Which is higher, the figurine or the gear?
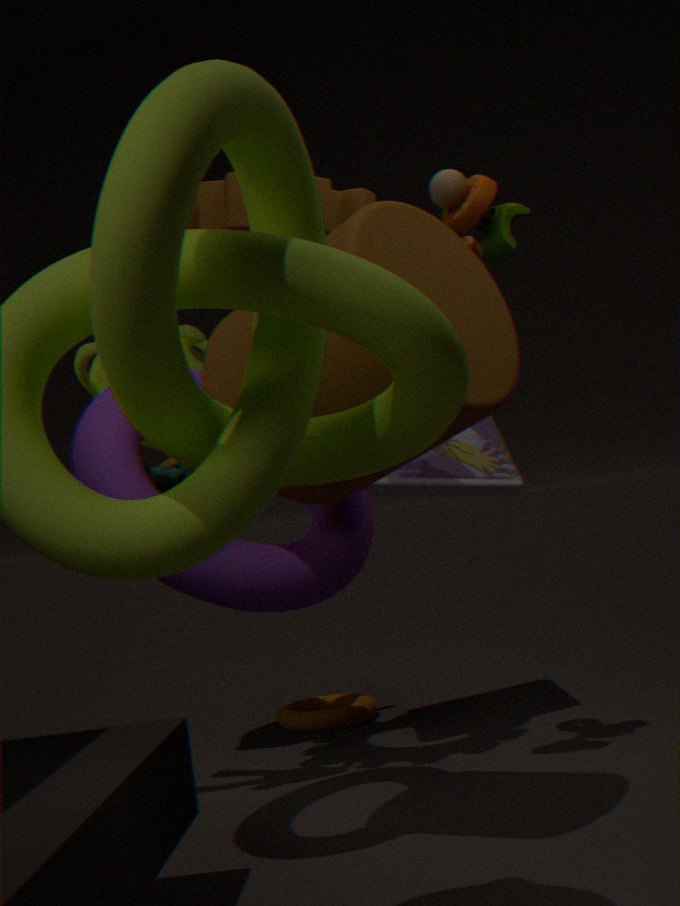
the gear
